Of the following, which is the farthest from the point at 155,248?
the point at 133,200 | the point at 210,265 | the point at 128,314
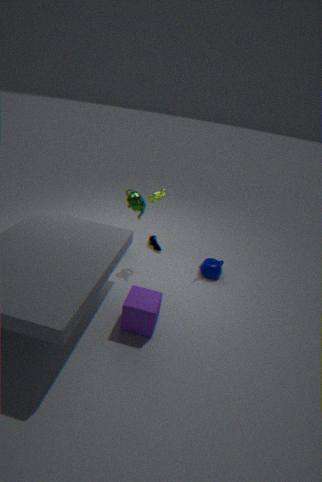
the point at 128,314
